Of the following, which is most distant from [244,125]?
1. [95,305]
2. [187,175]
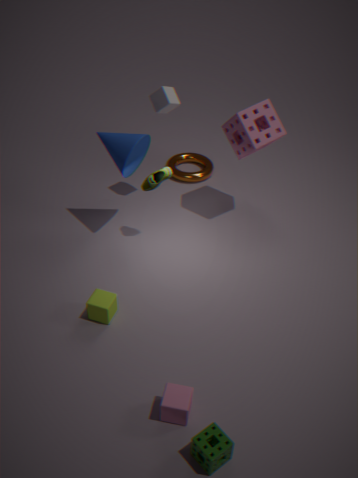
[95,305]
